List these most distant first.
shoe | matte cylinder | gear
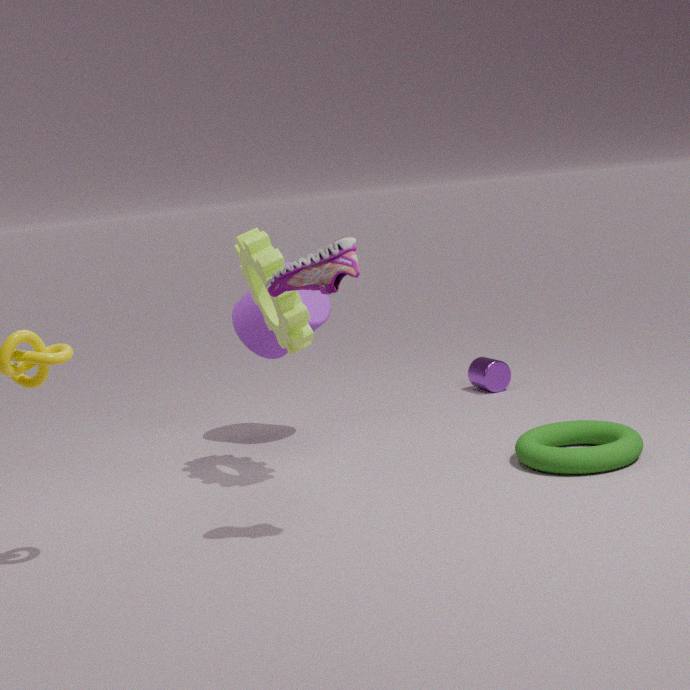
matte cylinder → gear → shoe
